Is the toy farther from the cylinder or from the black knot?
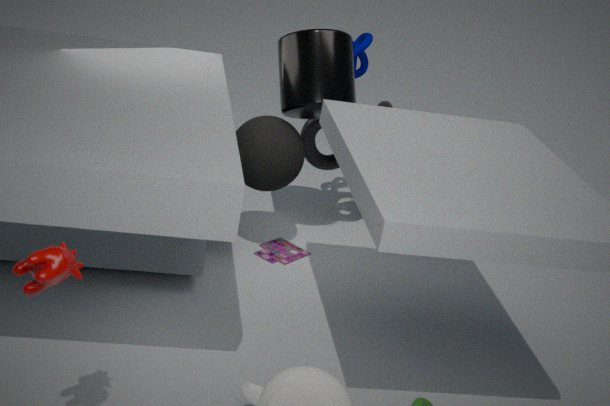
the cylinder
